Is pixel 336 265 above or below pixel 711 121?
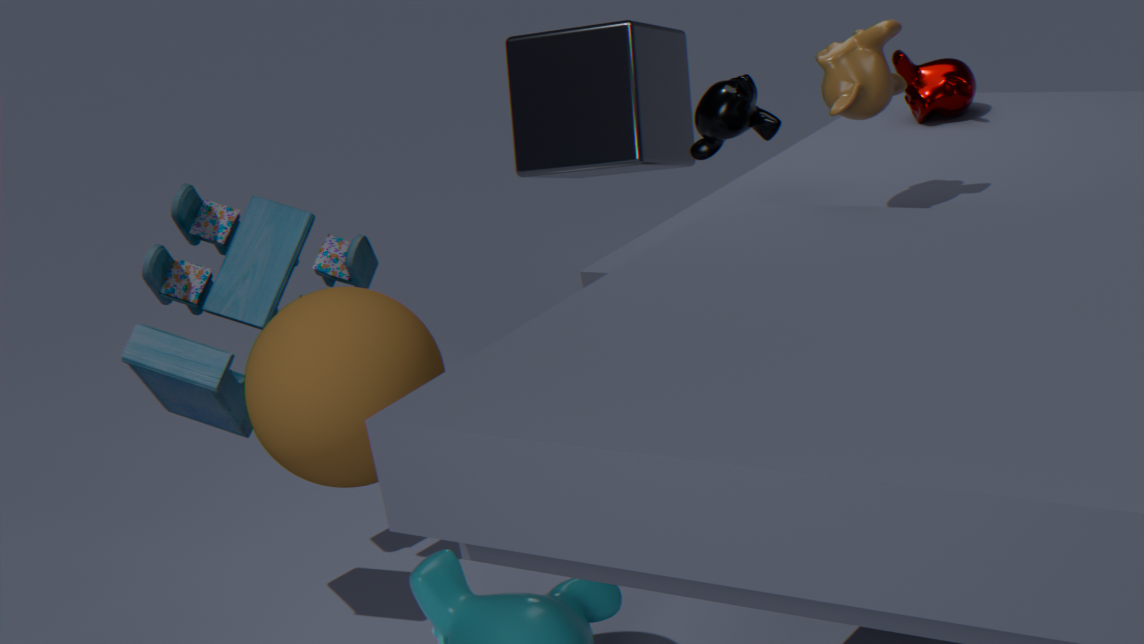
below
